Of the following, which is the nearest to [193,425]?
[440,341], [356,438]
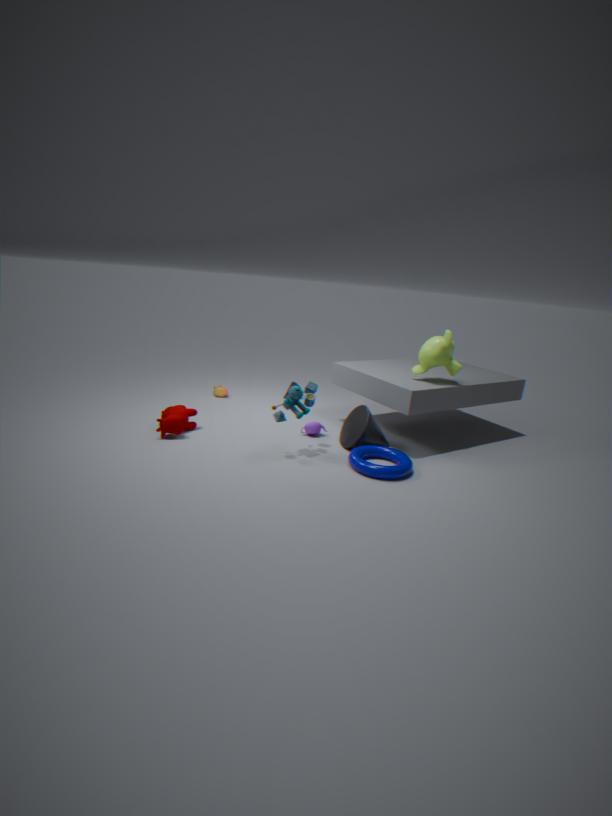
[356,438]
